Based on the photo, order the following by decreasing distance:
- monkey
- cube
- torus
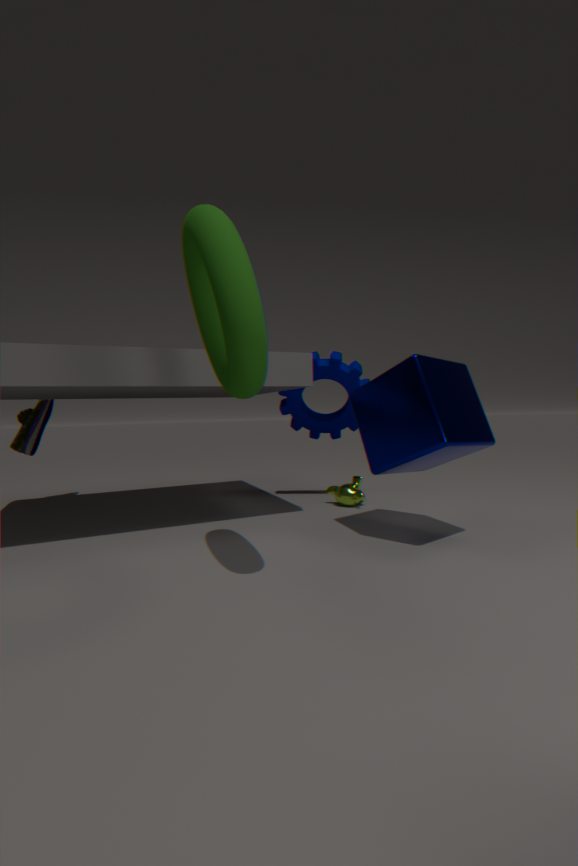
monkey → cube → torus
